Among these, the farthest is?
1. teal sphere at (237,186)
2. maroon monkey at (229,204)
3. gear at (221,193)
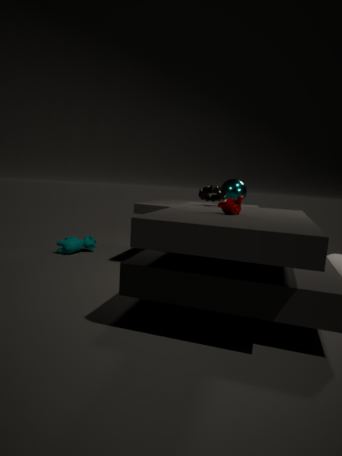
teal sphere at (237,186)
